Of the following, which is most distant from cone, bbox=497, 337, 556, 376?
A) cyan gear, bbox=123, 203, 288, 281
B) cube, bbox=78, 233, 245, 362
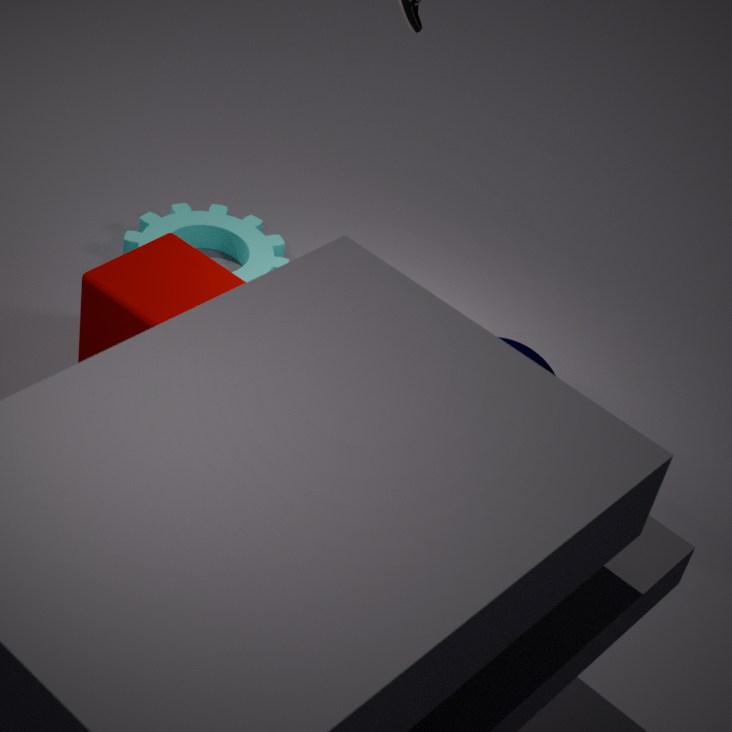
cyan gear, bbox=123, 203, 288, 281
